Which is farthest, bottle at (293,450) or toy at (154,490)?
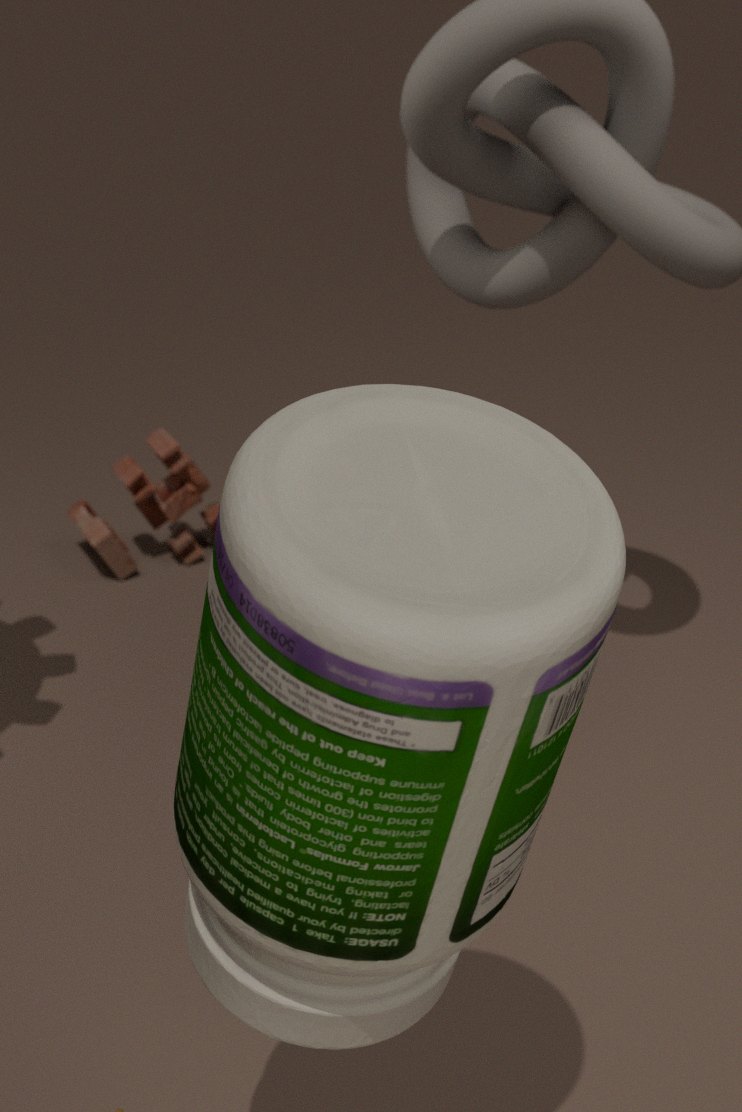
toy at (154,490)
